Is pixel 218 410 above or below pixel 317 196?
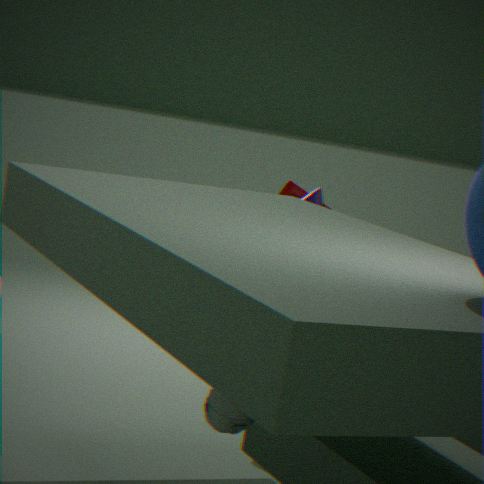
below
